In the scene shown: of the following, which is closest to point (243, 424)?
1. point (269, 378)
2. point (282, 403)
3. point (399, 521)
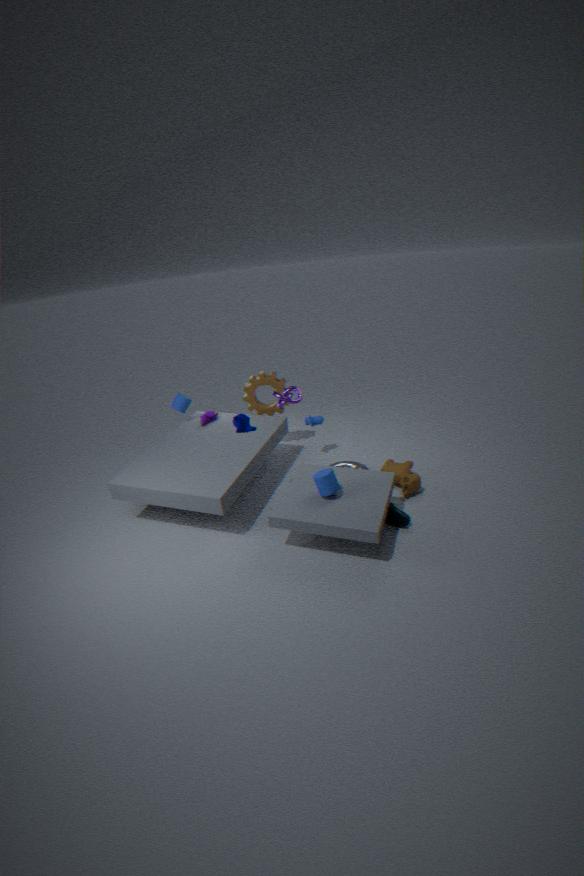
point (282, 403)
